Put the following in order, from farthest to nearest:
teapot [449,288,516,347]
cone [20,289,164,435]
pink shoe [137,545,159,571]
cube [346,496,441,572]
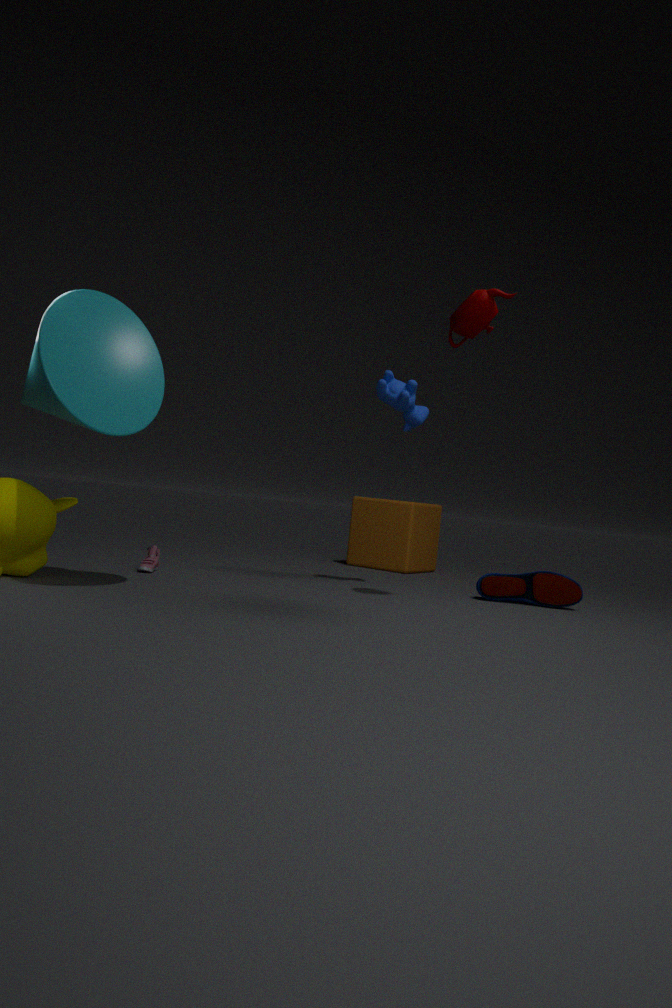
cube [346,496,441,572] → pink shoe [137,545,159,571] → teapot [449,288,516,347] → cone [20,289,164,435]
